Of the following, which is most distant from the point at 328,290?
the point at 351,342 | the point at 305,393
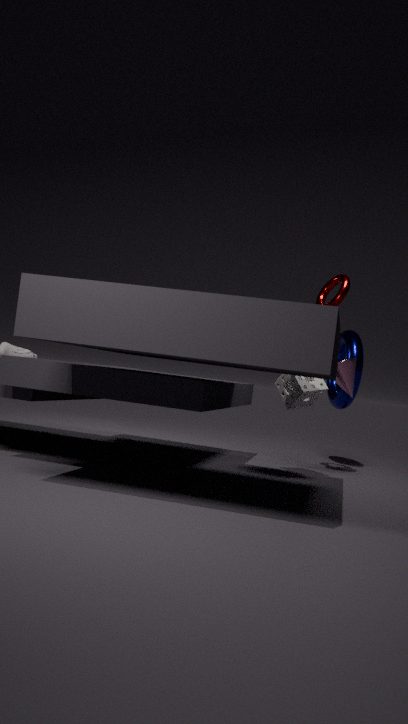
the point at 351,342
